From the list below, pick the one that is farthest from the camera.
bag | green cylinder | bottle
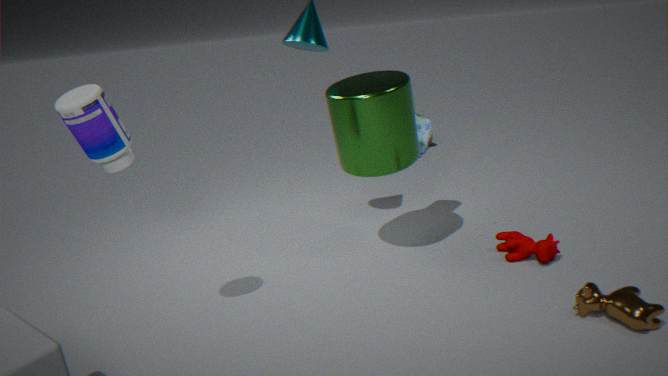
bag
